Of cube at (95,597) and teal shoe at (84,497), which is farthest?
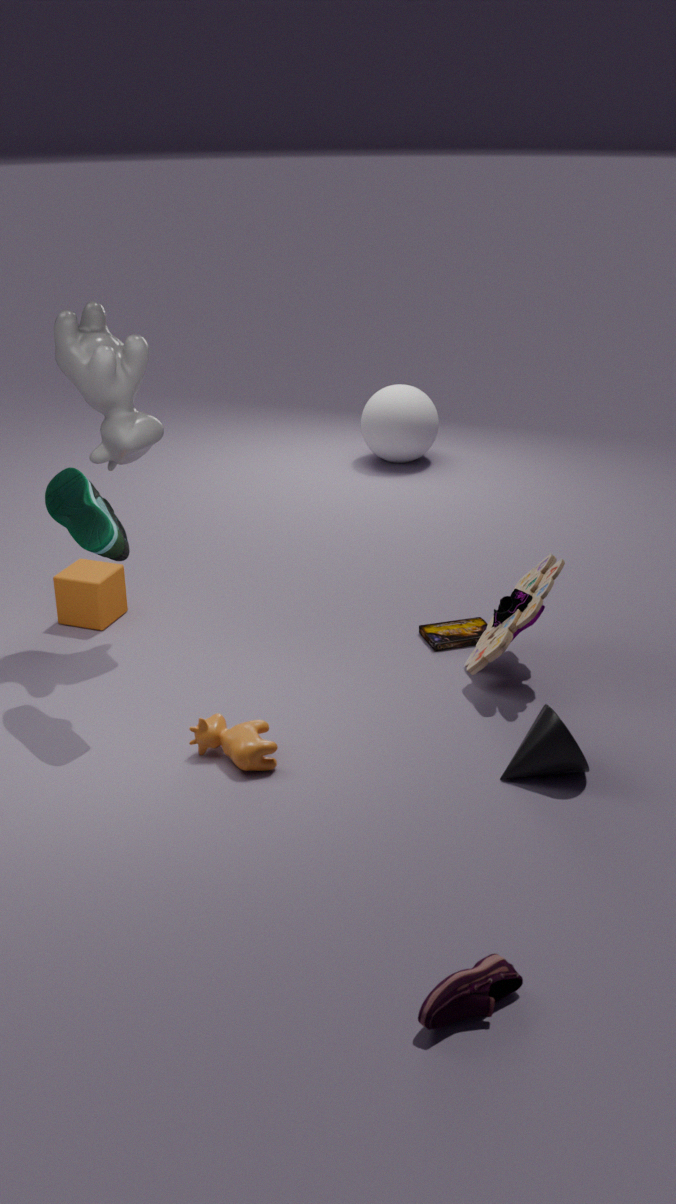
cube at (95,597)
